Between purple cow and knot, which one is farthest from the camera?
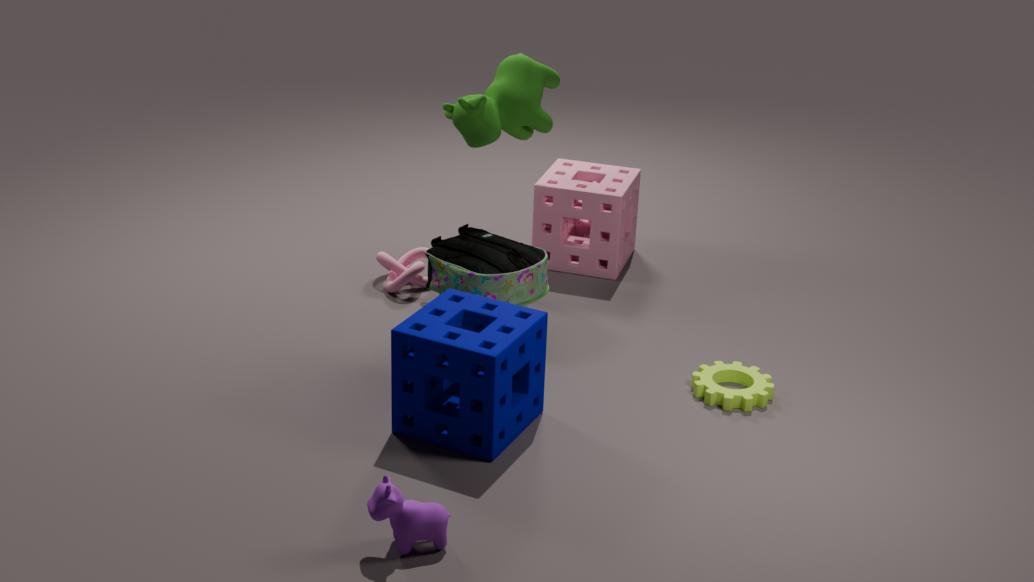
knot
